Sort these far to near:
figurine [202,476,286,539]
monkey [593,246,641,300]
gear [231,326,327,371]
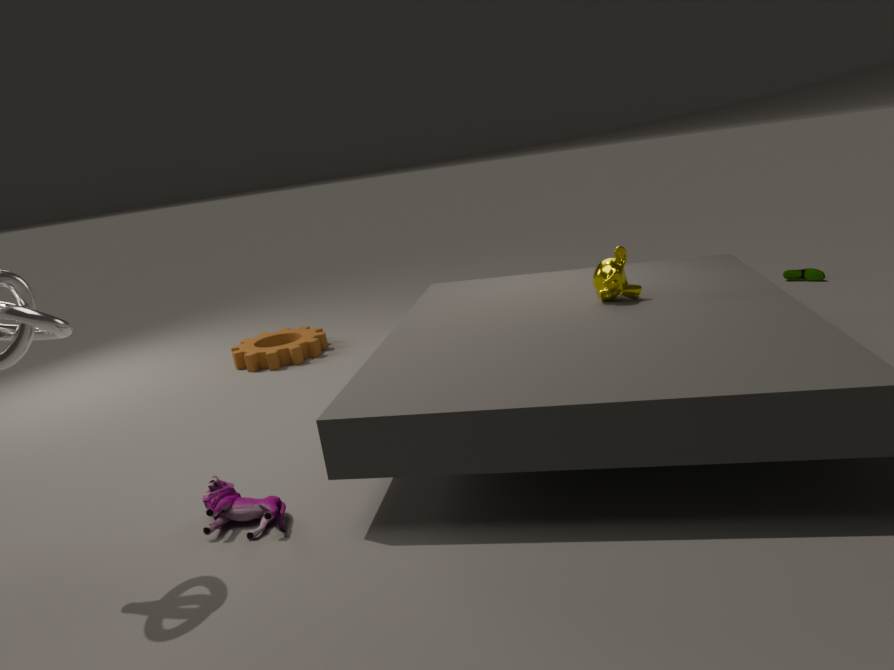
gear [231,326,327,371]
monkey [593,246,641,300]
figurine [202,476,286,539]
